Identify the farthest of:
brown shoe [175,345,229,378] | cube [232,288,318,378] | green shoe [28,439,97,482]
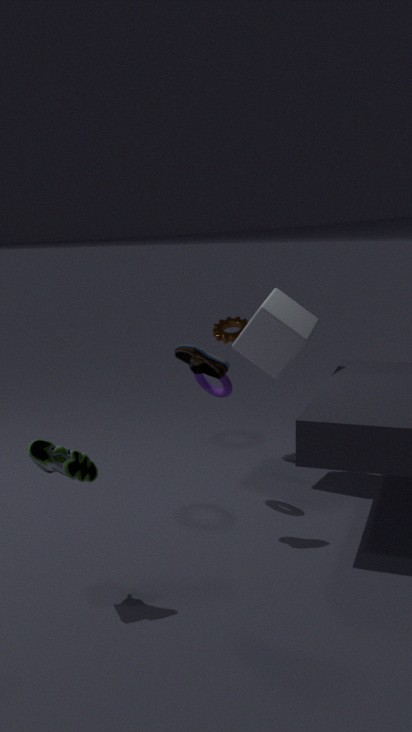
cube [232,288,318,378]
